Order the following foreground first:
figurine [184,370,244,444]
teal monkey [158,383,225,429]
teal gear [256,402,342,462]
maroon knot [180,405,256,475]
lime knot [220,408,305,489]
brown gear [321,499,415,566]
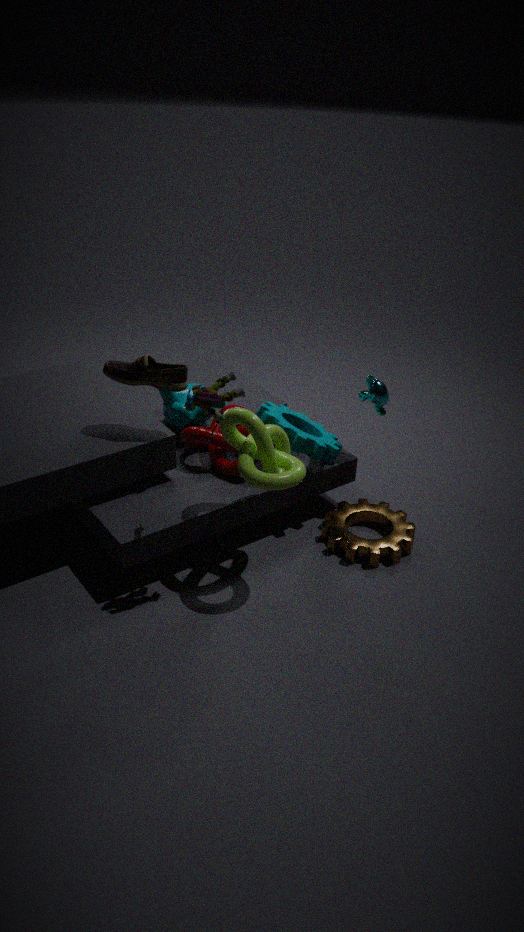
figurine [184,370,244,444], lime knot [220,408,305,489], brown gear [321,499,415,566], teal gear [256,402,342,462], maroon knot [180,405,256,475], teal monkey [158,383,225,429]
